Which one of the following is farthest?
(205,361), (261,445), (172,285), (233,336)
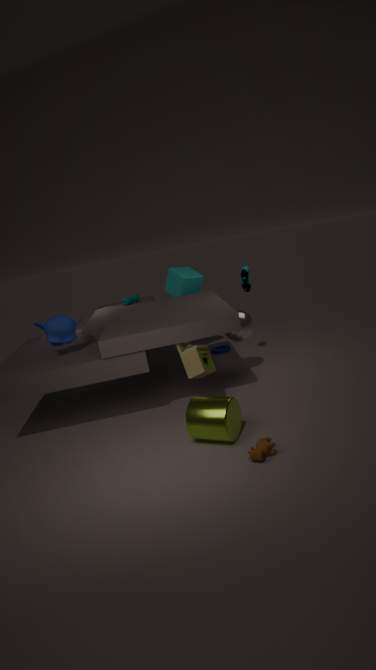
(172,285)
